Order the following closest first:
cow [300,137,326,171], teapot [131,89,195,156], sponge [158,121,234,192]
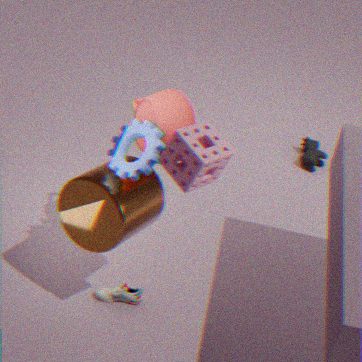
sponge [158,121,234,192] → teapot [131,89,195,156] → cow [300,137,326,171]
